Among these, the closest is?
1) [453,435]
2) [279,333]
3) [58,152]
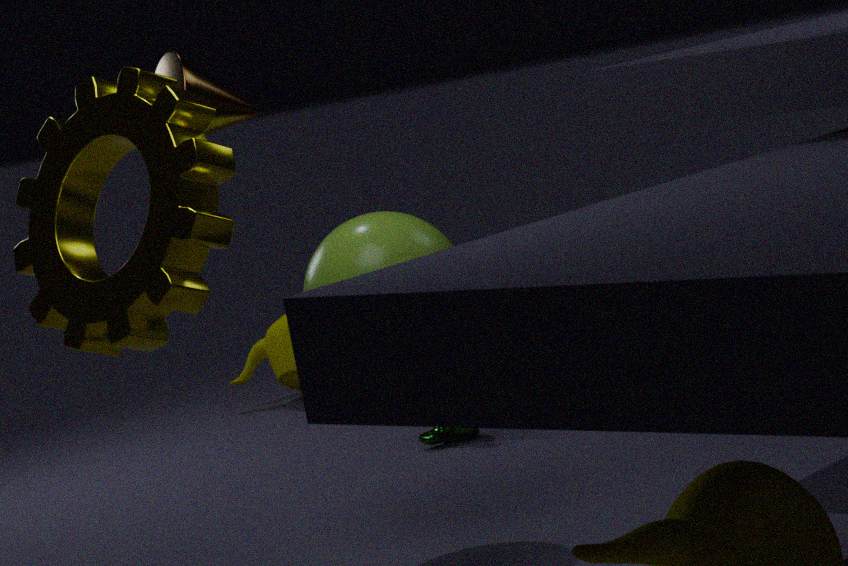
3. [58,152]
